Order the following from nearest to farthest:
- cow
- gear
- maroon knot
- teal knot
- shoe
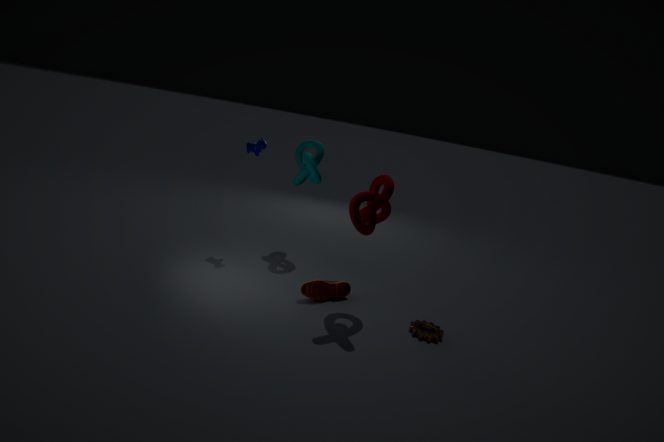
maroon knot → gear → shoe → cow → teal knot
